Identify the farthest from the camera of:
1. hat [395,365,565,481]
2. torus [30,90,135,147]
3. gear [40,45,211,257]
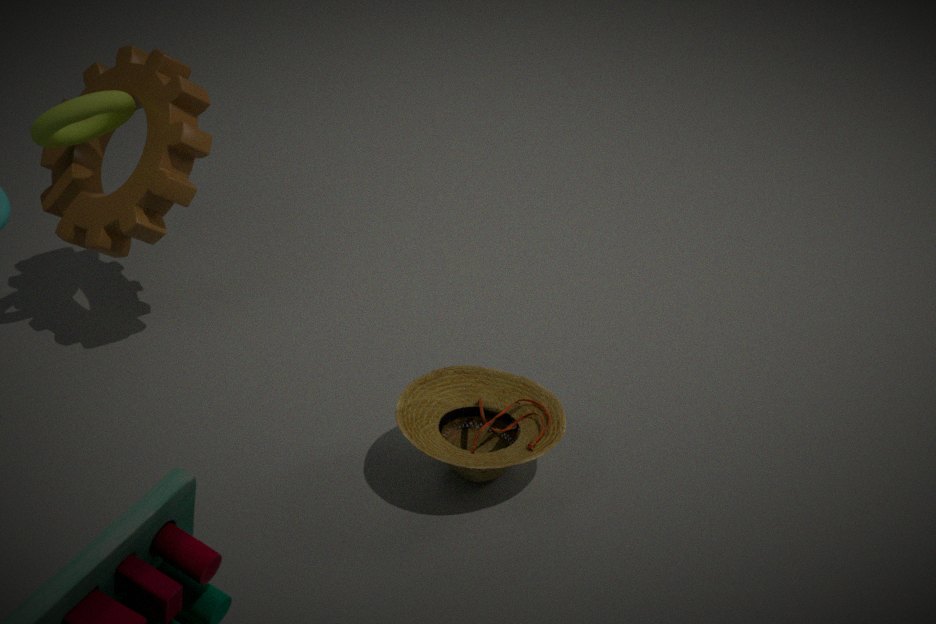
gear [40,45,211,257]
